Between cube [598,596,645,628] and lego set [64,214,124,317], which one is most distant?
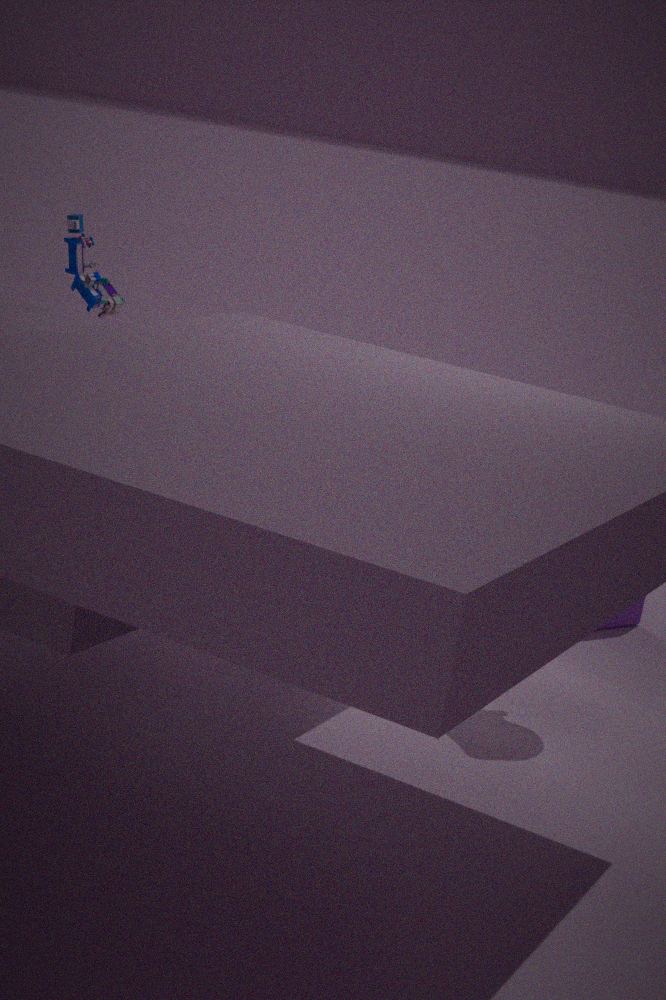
cube [598,596,645,628]
